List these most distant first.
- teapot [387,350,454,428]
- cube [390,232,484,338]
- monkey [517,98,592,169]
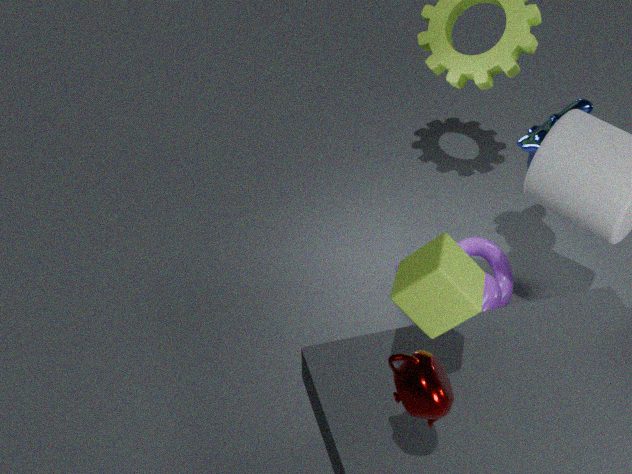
monkey [517,98,592,169] < cube [390,232,484,338] < teapot [387,350,454,428]
